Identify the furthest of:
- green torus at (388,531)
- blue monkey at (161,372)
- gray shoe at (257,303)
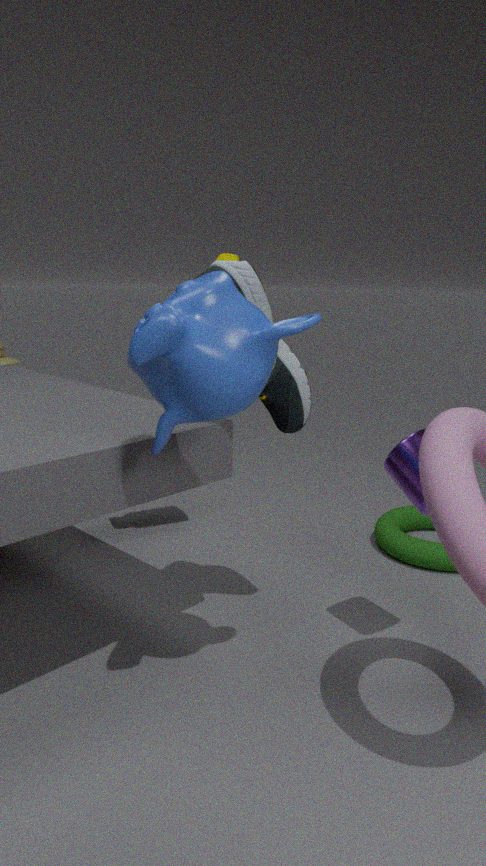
green torus at (388,531)
